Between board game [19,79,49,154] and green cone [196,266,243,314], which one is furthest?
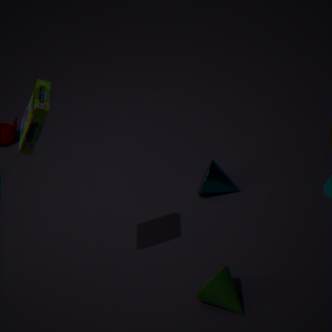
green cone [196,266,243,314]
